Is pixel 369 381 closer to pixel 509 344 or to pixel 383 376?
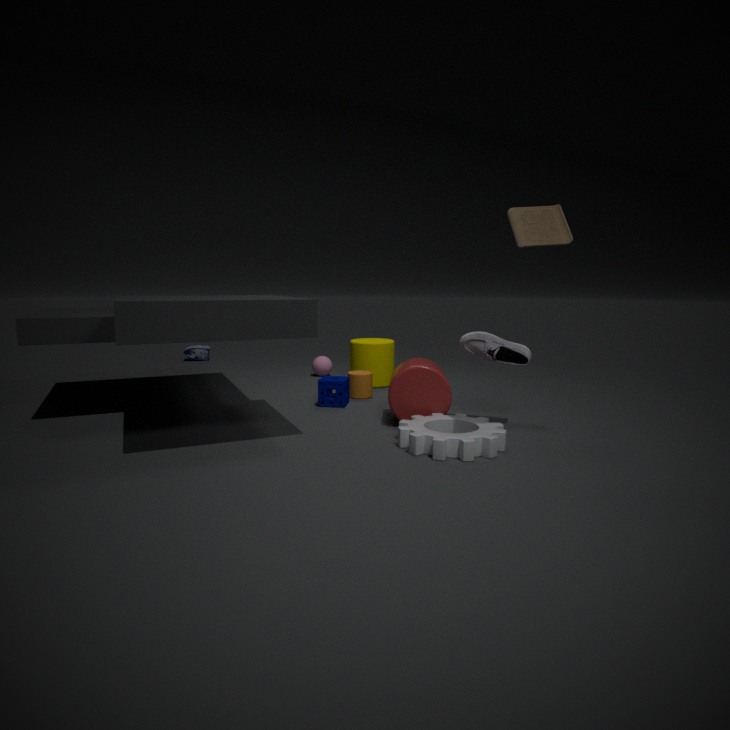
pixel 383 376
